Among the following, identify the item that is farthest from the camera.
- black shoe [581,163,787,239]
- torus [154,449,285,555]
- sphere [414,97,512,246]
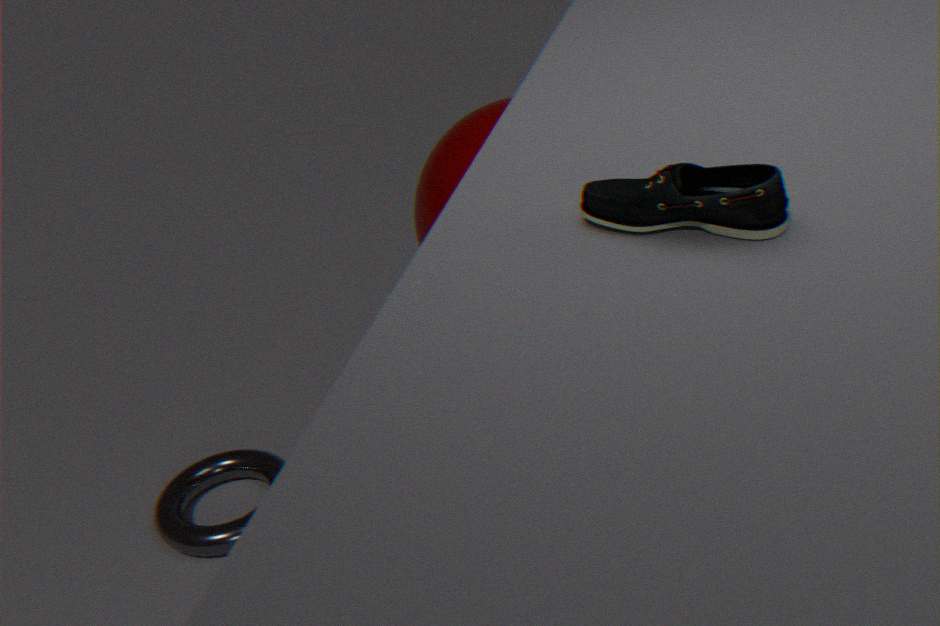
torus [154,449,285,555]
